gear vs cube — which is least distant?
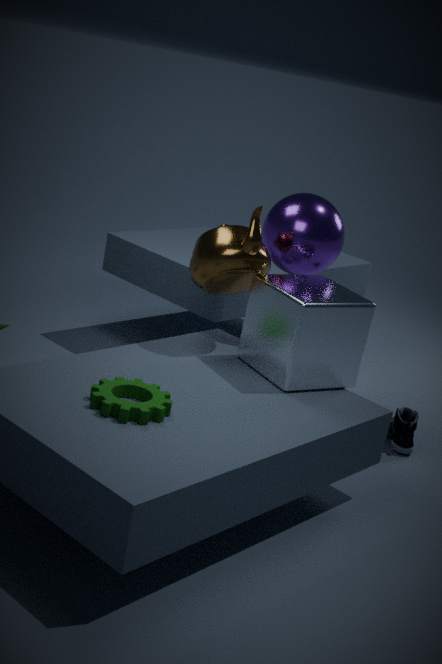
gear
